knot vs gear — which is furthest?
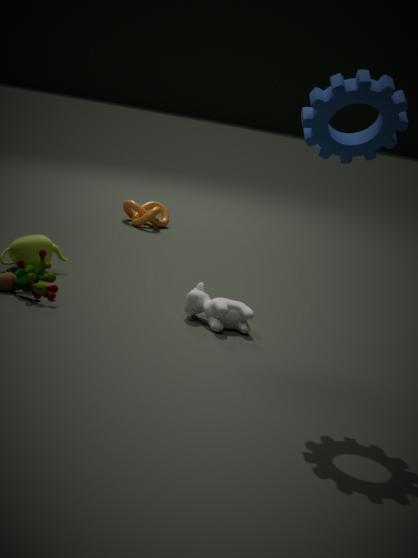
knot
